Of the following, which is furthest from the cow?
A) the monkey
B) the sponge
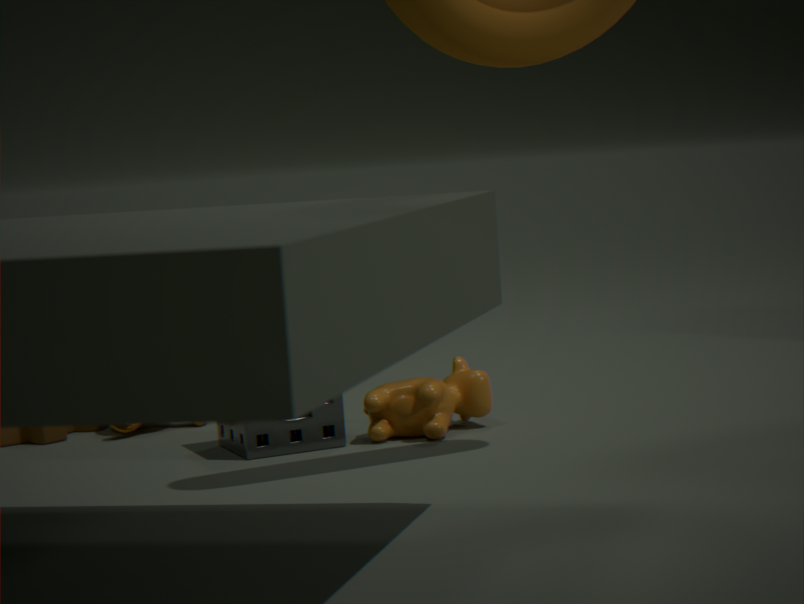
the monkey
